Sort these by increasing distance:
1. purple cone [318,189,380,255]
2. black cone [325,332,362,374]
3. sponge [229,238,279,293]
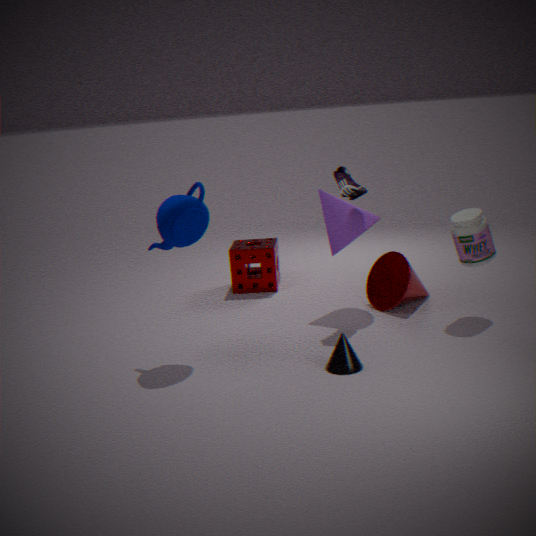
black cone [325,332,362,374]
purple cone [318,189,380,255]
sponge [229,238,279,293]
